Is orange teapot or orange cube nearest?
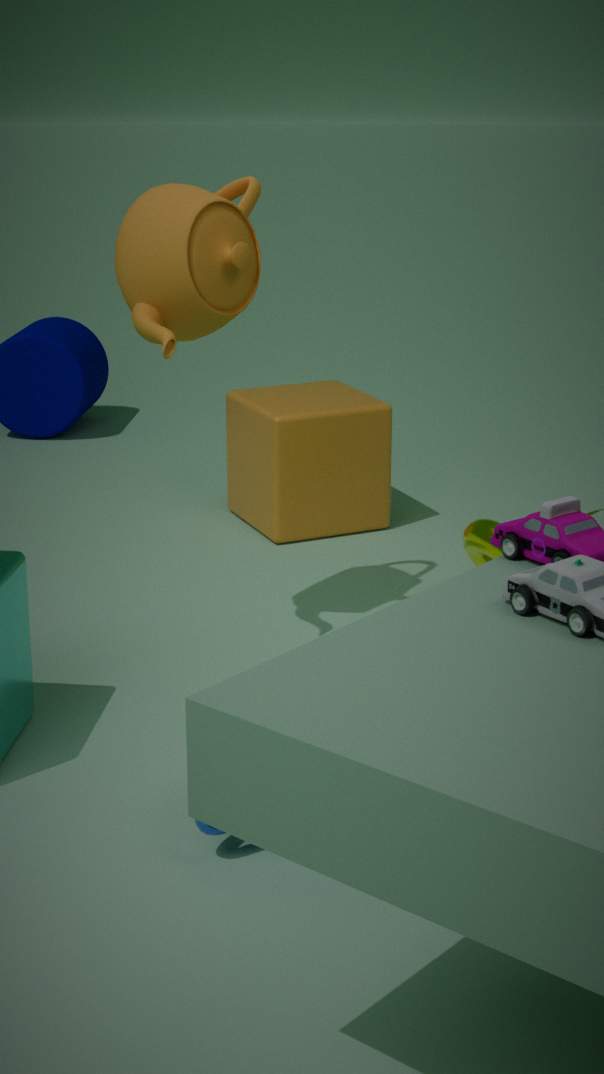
orange teapot
